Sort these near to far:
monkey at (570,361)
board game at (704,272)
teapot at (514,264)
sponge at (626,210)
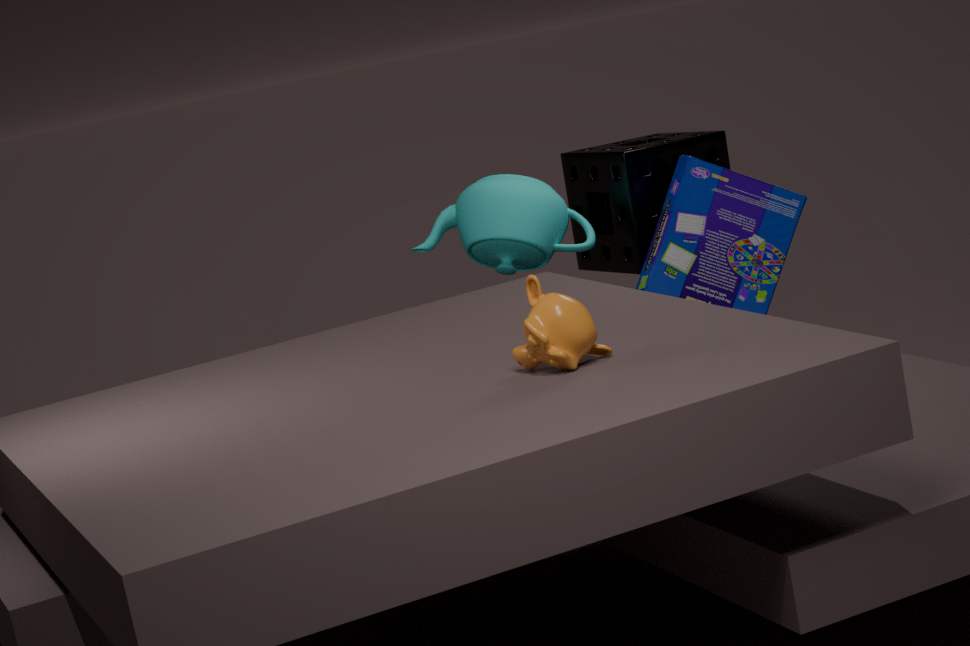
monkey at (570,361), board game at (704,272), teapot at (514,264), sponge at (626,210)
